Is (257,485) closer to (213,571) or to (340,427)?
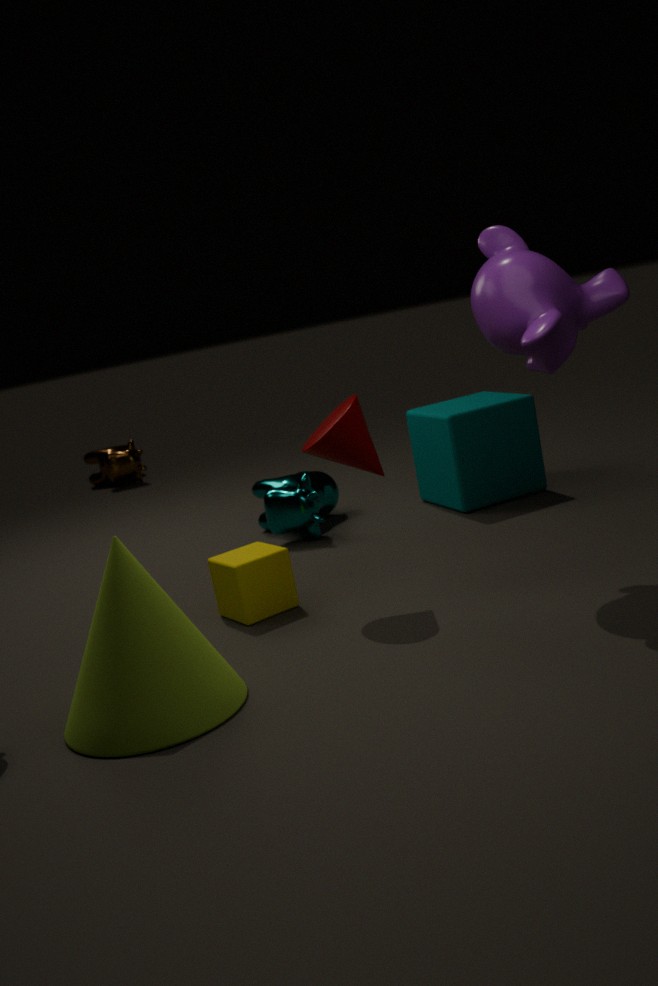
(213,571)
